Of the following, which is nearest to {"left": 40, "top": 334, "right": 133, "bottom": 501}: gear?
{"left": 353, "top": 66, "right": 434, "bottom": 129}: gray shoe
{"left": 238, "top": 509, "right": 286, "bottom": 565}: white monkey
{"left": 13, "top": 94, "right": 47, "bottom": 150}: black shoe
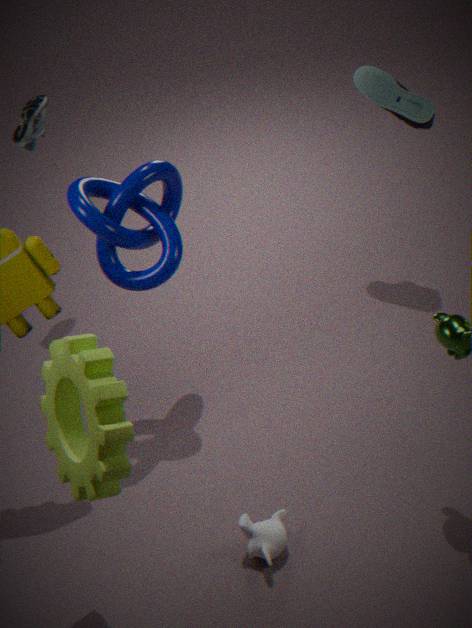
{"left": 238, "top": 509, "right": 286, "bottom": 565}: white monkey
